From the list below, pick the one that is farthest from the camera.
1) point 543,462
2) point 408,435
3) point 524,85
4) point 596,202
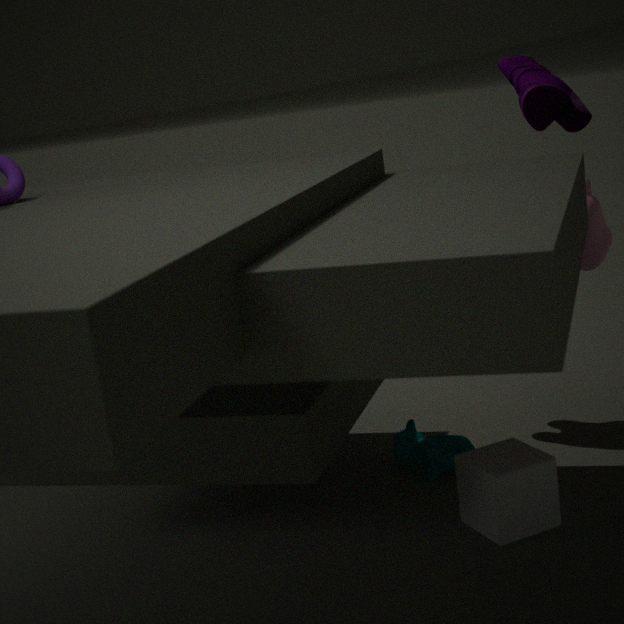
3. point 524,85
